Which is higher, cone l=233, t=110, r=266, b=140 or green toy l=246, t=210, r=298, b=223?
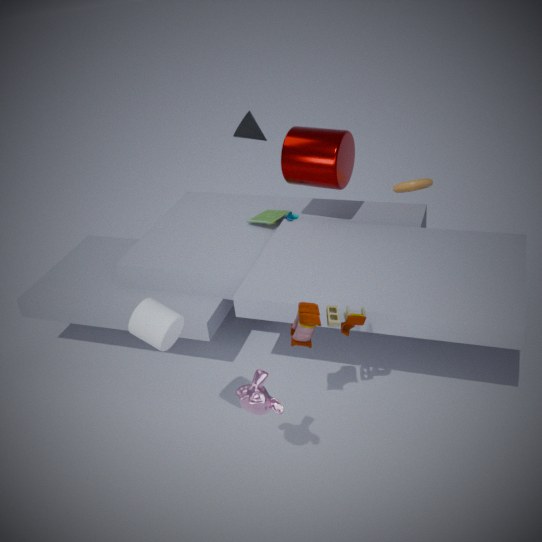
cone l=233, t=110, r=266, b=140
